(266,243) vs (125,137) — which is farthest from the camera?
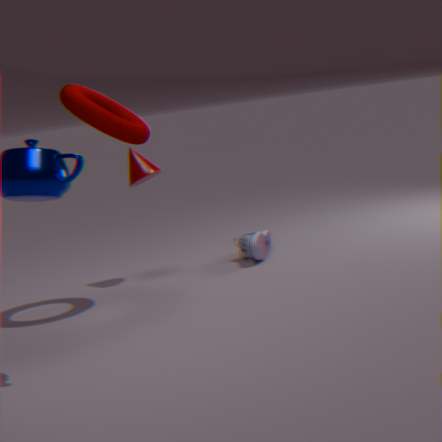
(266,243)
